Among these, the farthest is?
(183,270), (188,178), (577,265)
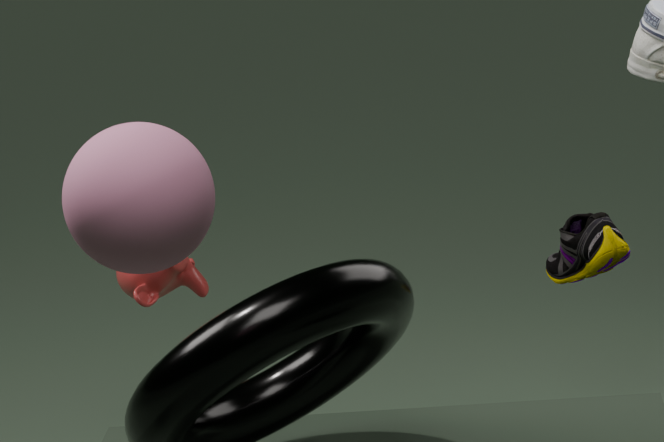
(577,265)
